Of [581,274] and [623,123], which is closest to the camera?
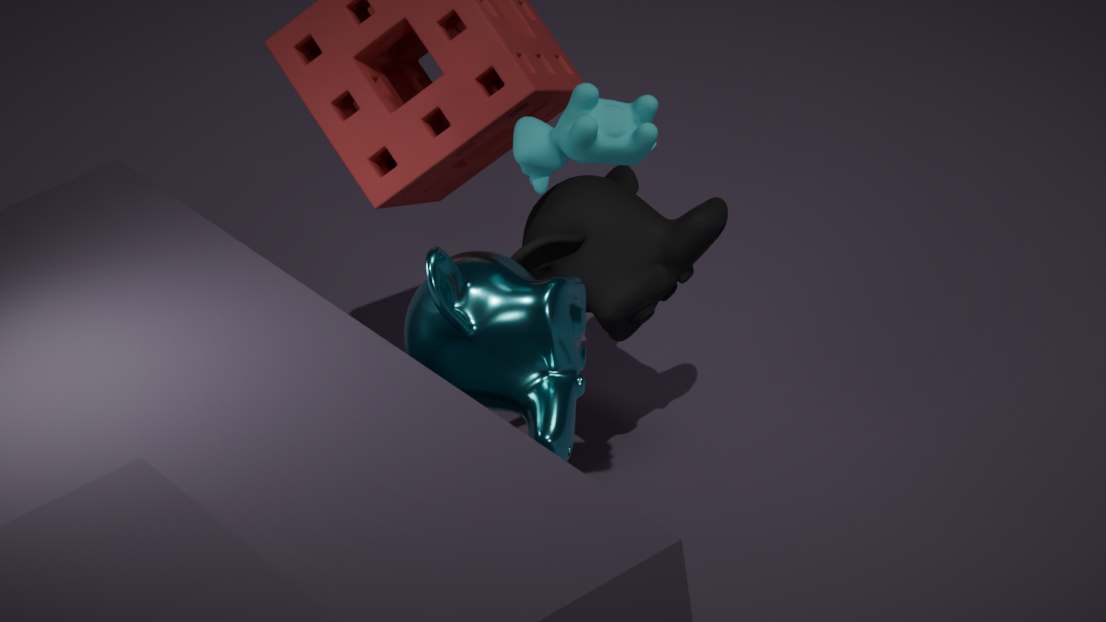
[623,123]
